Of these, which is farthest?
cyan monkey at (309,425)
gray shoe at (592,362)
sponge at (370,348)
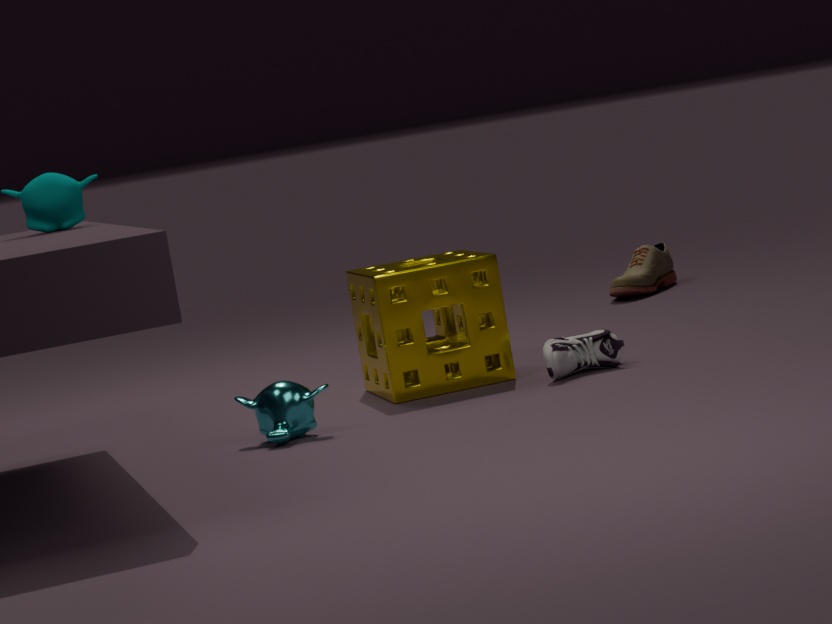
sponge at (370,348)
